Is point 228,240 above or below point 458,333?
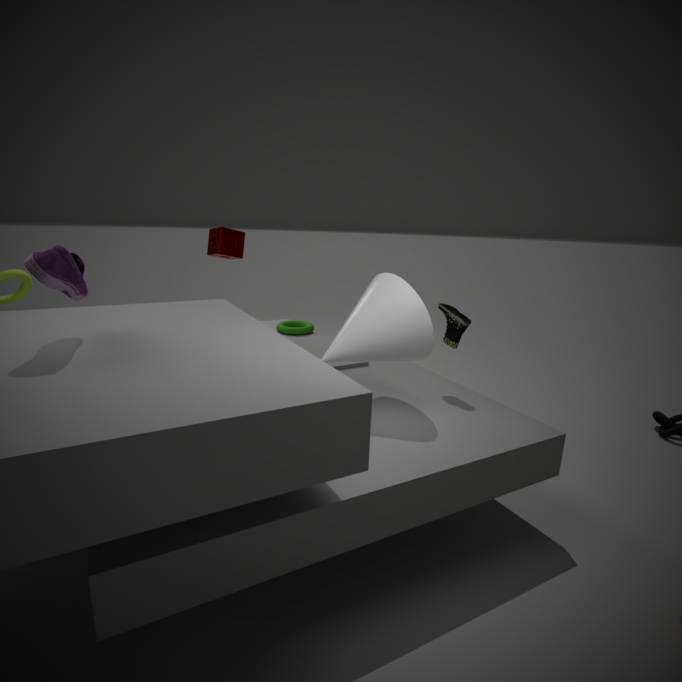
above
